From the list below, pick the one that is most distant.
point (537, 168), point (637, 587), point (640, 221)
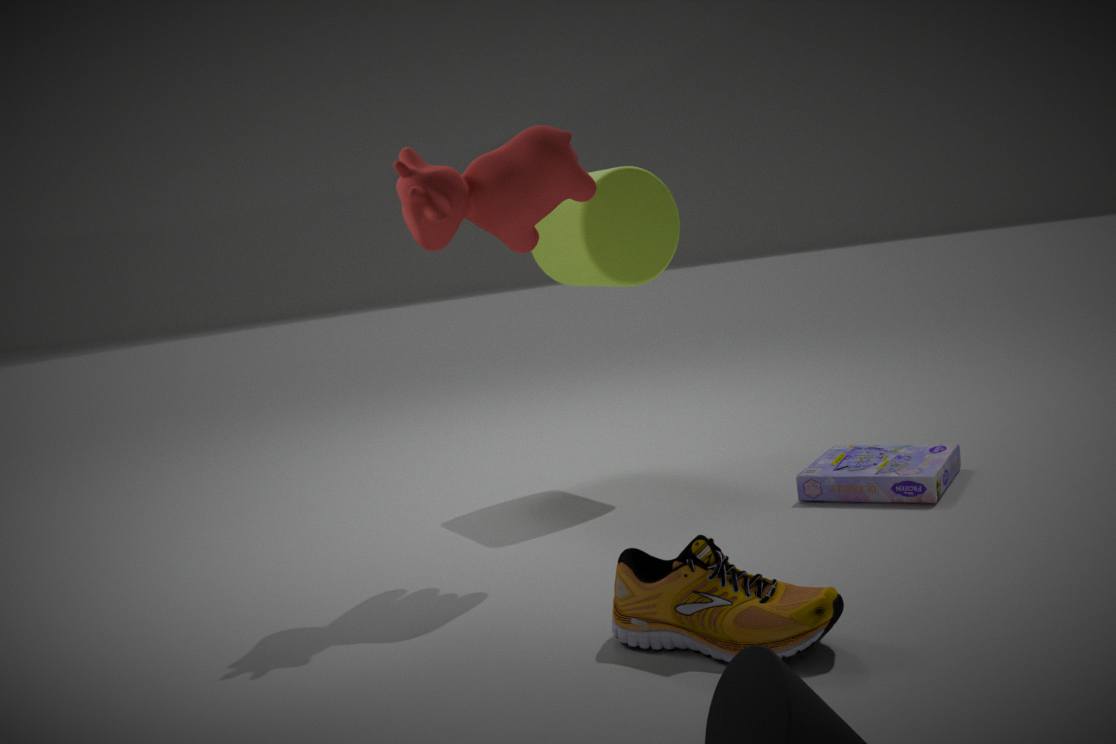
point (640, 221)
